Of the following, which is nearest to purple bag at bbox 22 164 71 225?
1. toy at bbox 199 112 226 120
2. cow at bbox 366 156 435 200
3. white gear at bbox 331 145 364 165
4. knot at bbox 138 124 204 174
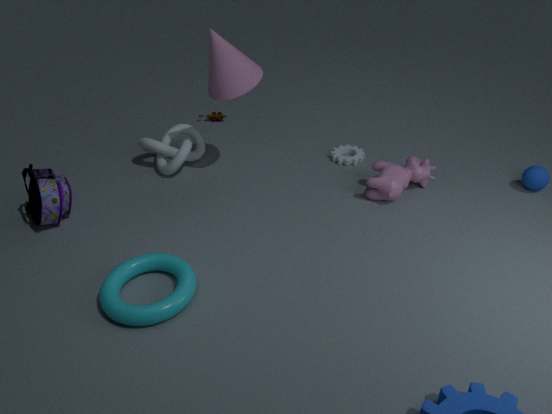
knot at bbox 138 124 204 174
